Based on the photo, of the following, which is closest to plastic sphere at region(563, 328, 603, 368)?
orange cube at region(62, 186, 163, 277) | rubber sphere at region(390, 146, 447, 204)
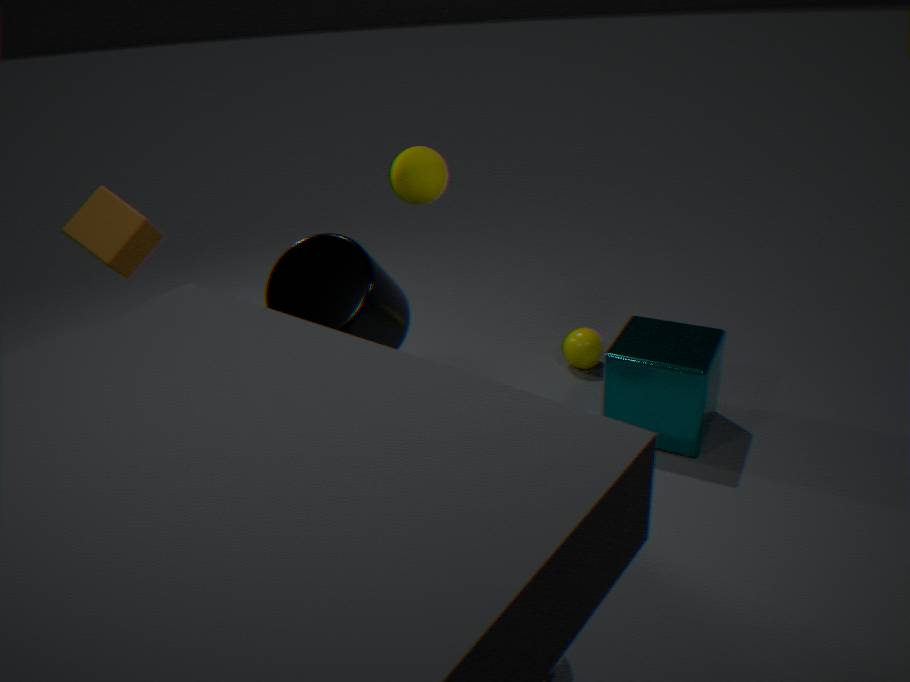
rubber sphere at region(390, 146, 447, 204)
